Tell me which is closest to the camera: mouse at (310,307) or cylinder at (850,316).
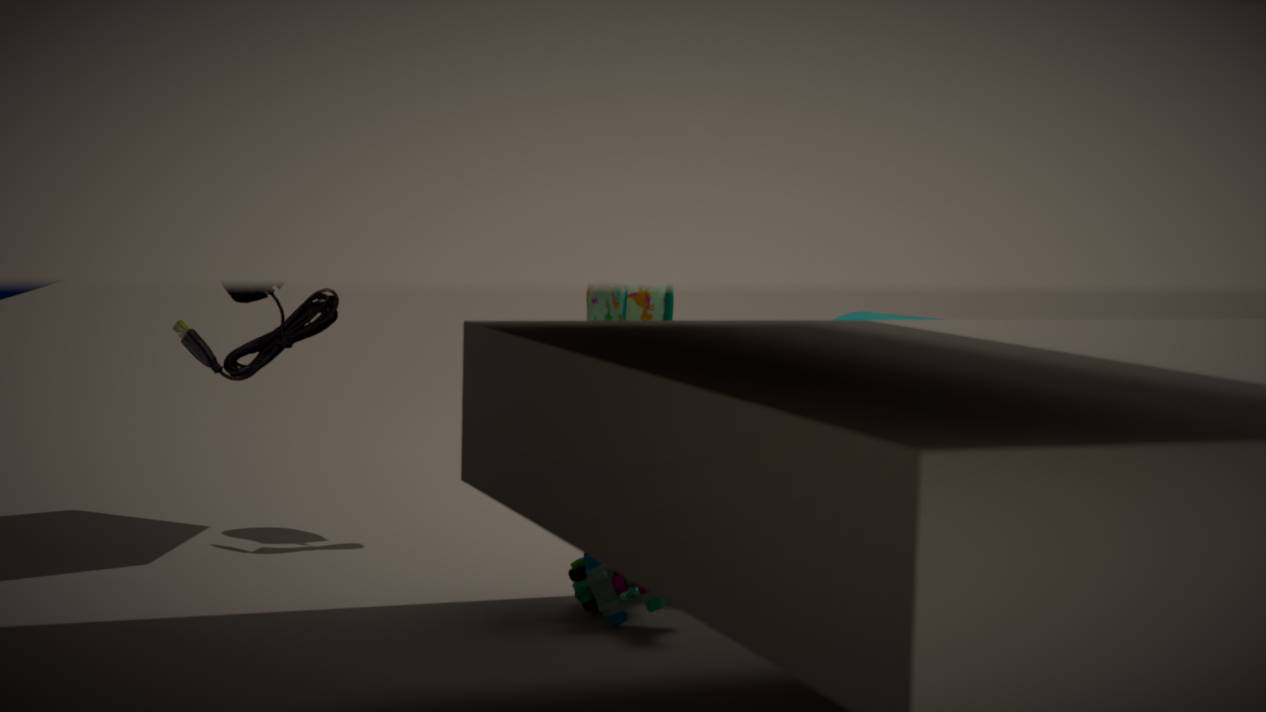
mouse at (310,307)
